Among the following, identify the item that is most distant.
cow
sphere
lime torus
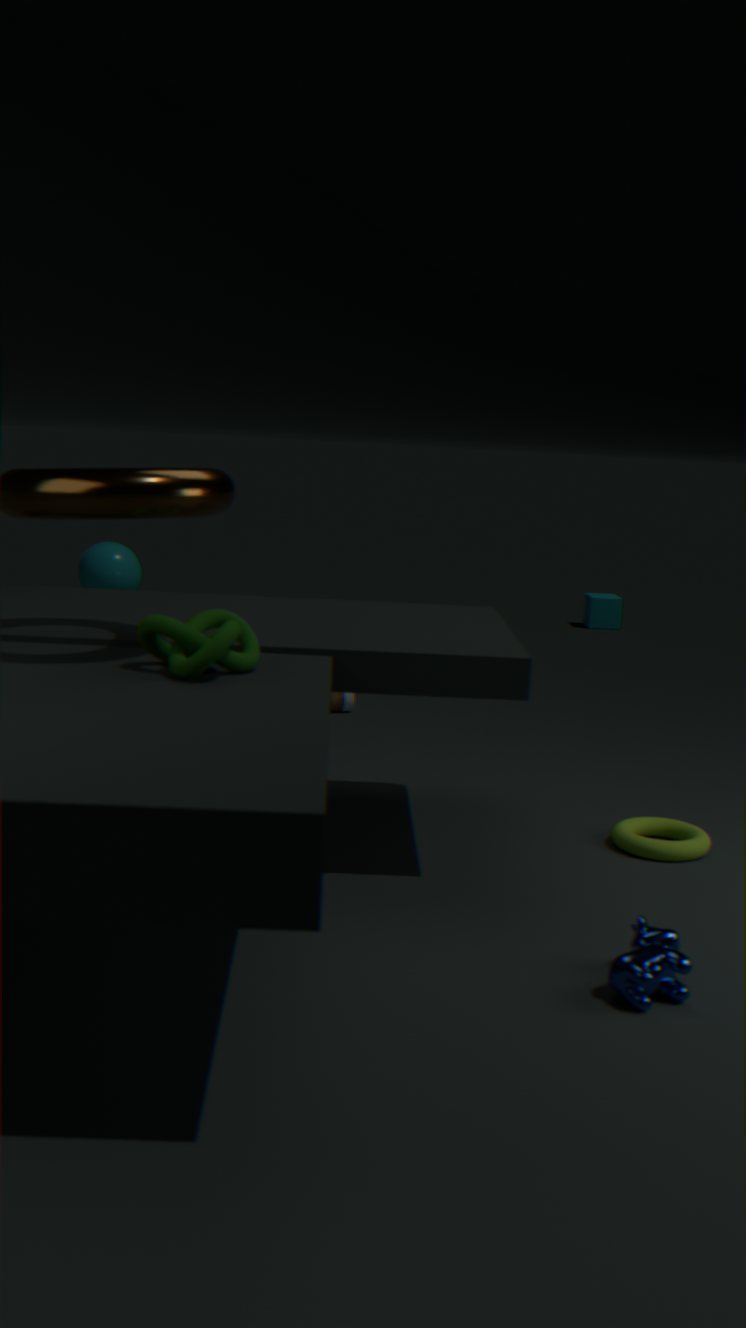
sphere
